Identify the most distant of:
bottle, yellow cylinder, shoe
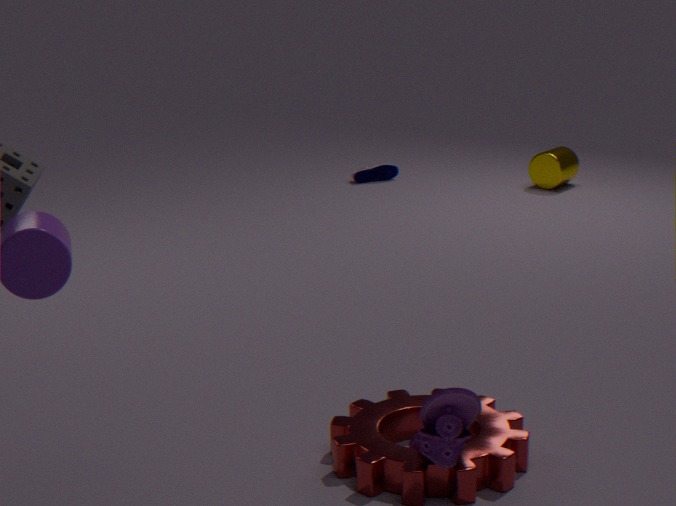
bottle
